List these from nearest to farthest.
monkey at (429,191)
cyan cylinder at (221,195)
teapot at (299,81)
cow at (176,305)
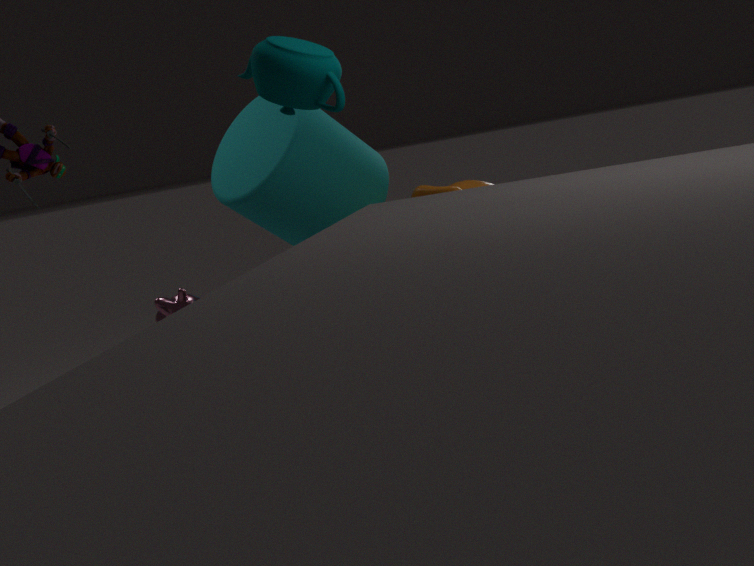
cow at (176,305) < teapot at (299,81) < monkey at (429,191) < cyan cylinder at (221,195)
